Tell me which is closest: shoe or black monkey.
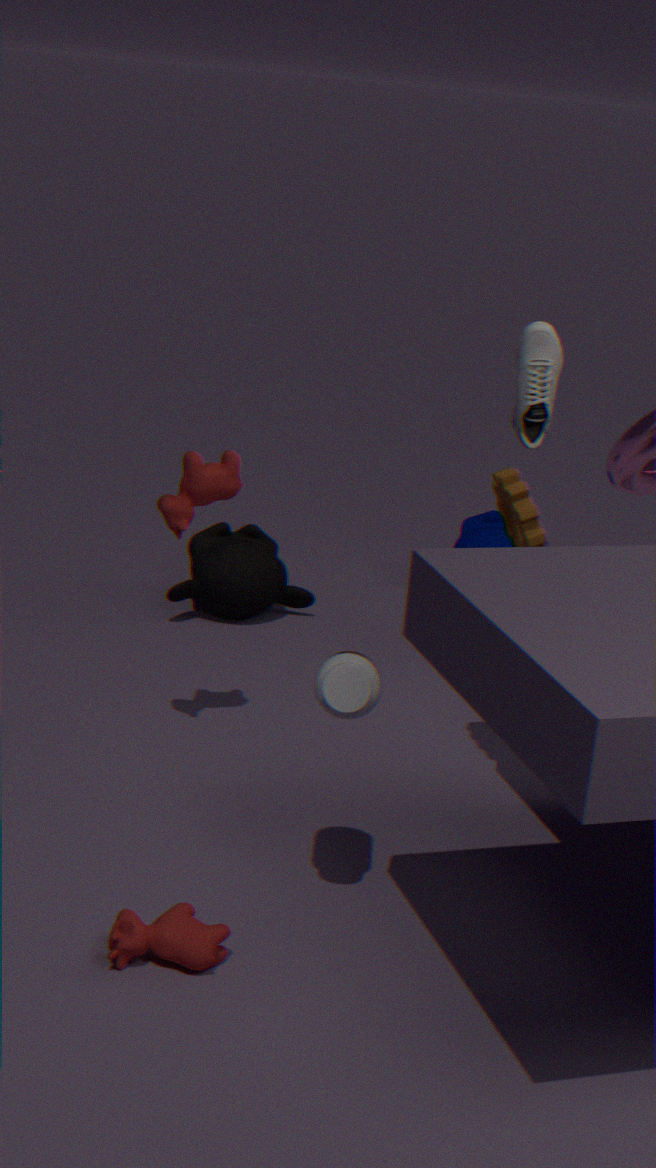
shoe
